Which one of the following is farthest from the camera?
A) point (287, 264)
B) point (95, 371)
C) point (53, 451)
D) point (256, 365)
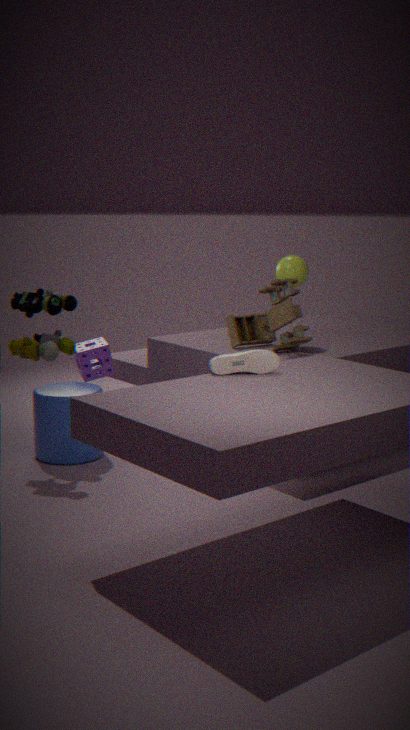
point (95, 371)
